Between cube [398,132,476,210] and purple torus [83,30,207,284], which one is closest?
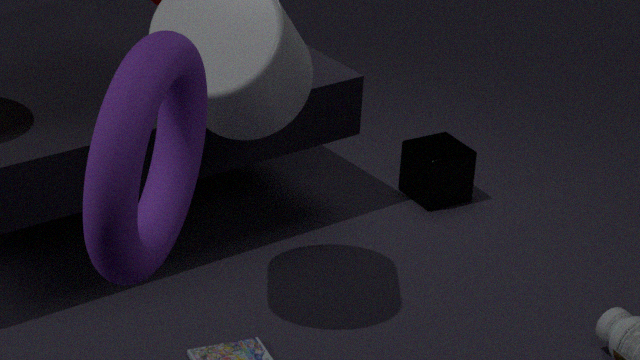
purple torus [83,30,207,284]
